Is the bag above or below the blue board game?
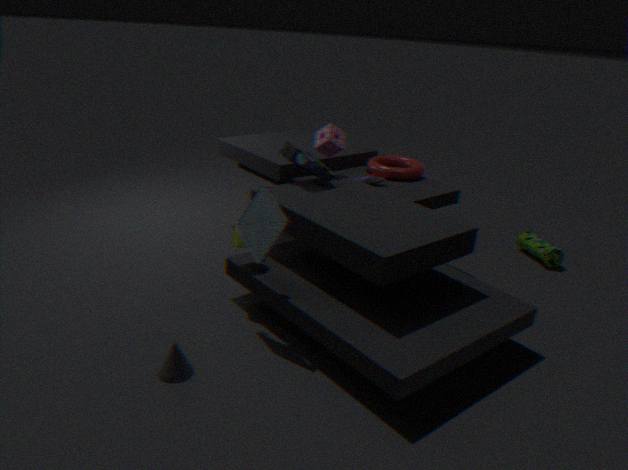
below
